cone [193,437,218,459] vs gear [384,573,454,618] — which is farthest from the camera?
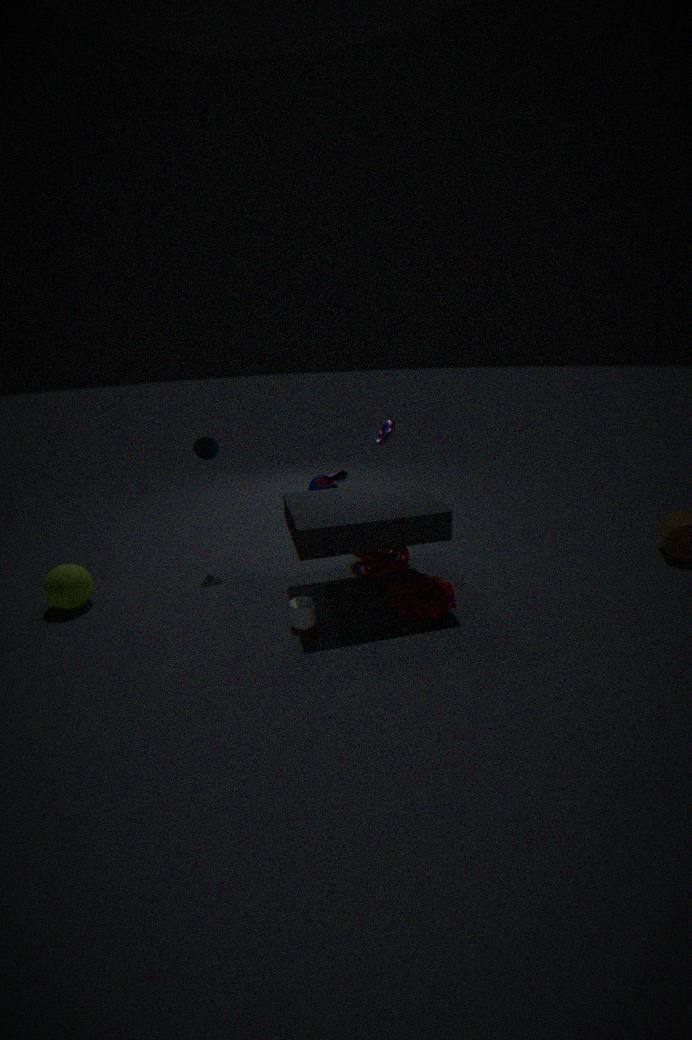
cone [193,437,218,459]
